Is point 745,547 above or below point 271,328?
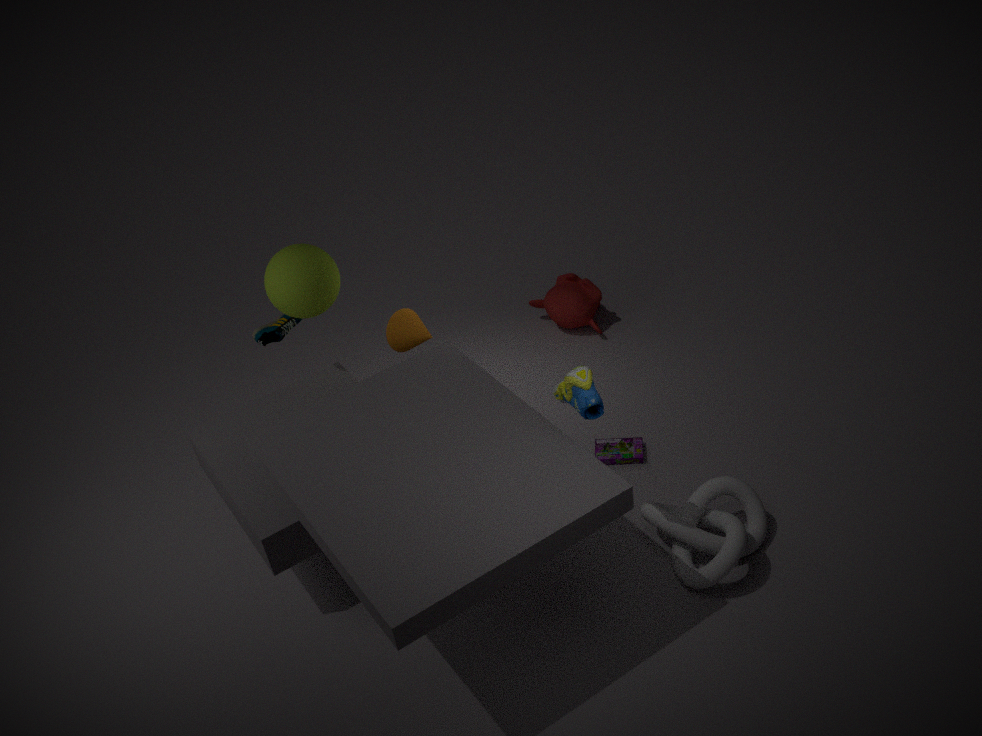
below
